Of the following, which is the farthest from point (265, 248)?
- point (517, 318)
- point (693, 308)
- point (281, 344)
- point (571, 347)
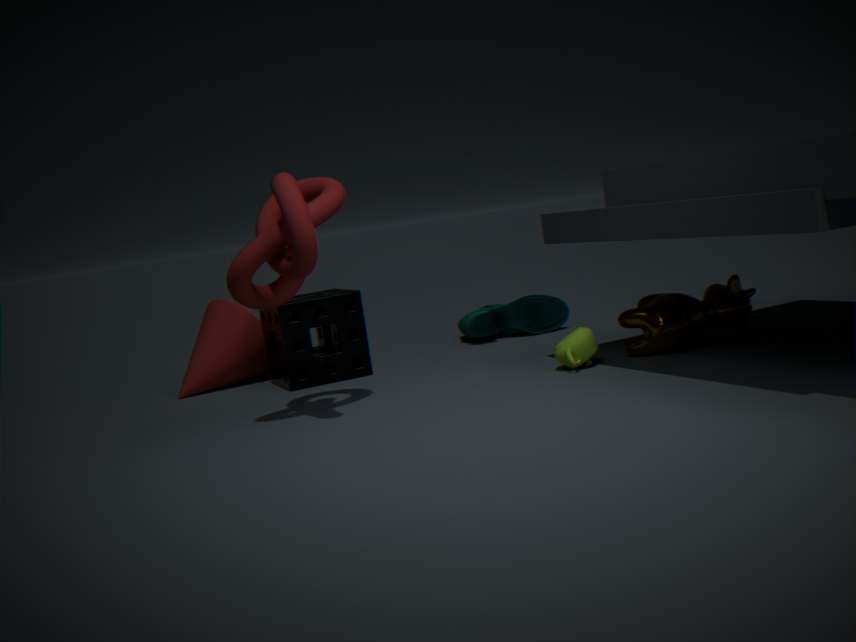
point (517, 318)
